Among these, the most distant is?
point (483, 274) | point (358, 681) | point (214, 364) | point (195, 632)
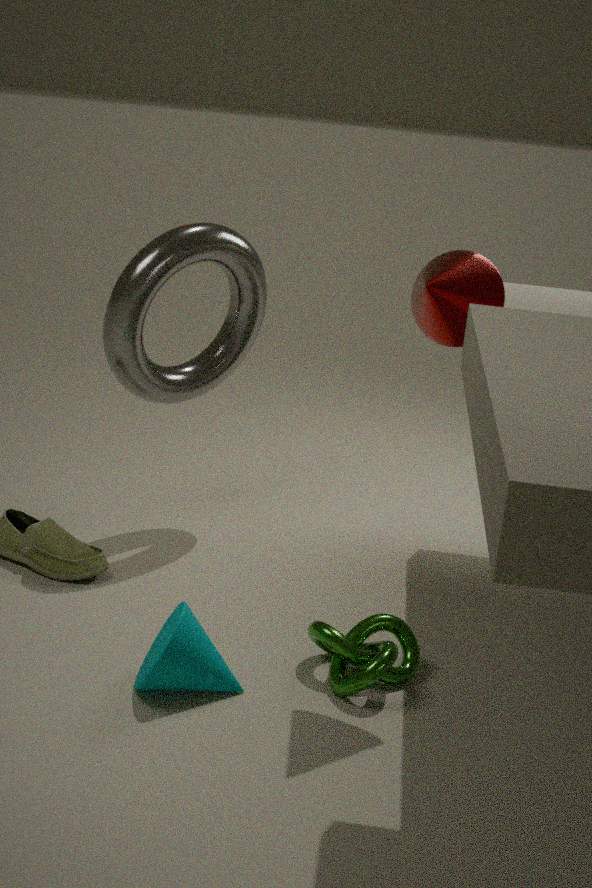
point (214, 364)
